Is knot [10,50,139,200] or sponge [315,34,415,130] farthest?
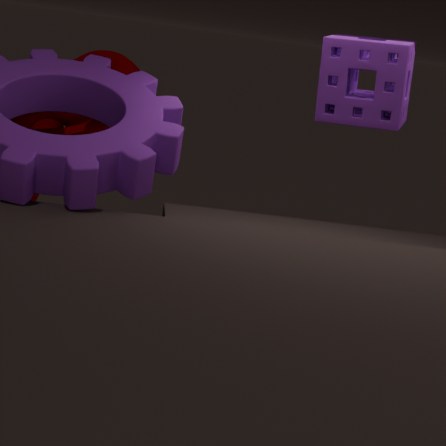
knot [10,50,139,200]
